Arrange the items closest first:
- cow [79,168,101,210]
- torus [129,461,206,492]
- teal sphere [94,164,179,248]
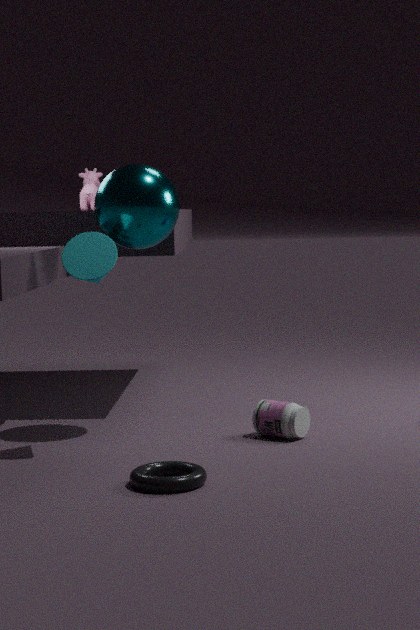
1. torus [129,461,206,492]
2. teal sphere [94,164,179,248]
3. cow [79,168,101,210]
